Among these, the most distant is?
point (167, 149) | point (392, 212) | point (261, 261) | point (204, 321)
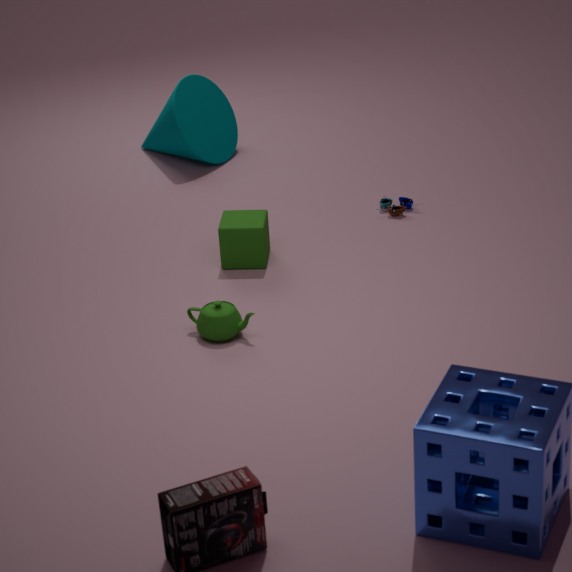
point (167, 149)
